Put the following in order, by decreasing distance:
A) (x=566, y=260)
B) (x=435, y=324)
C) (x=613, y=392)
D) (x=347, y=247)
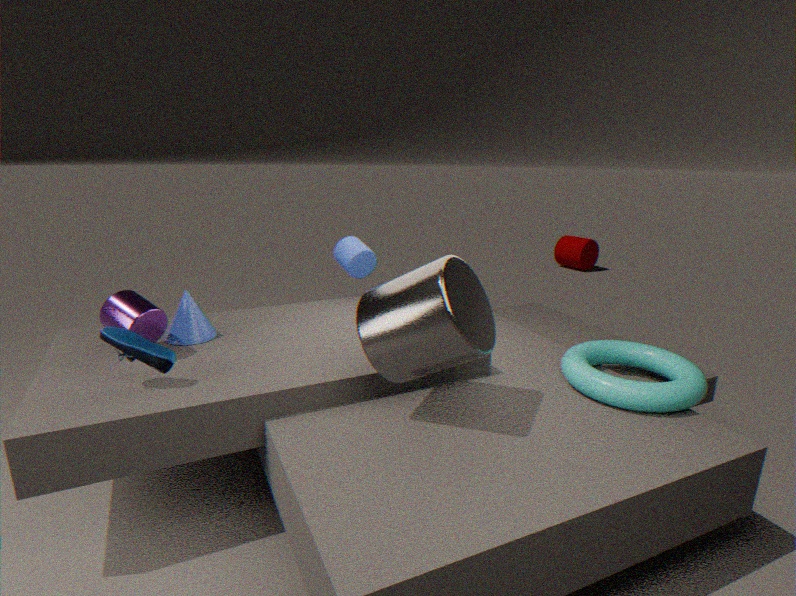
(x=566, y=260), (x=347, y=247), (x=613, y=392), (x=435, y=324)
